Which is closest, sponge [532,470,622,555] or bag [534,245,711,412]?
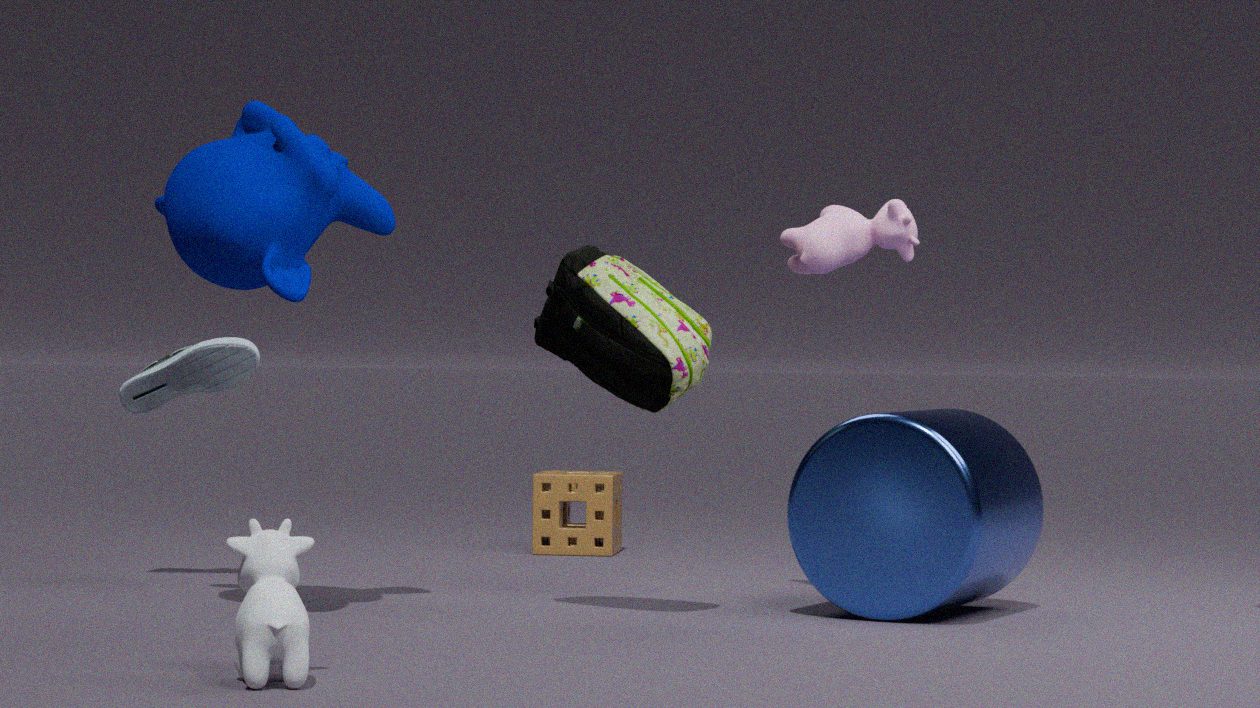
bag [534,245,711,412]
